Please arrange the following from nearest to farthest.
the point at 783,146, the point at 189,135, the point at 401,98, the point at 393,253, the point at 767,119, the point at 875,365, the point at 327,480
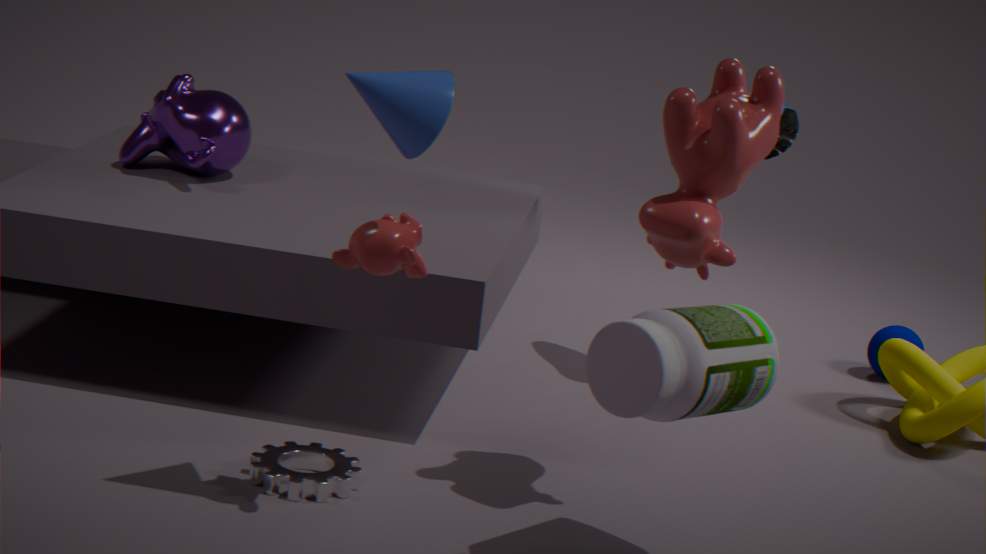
the point at 401,98
the point at 393,253
the point at 767,119
the point at 327,480
the point at 189,135
the point at 783,146
the point at 875,365
